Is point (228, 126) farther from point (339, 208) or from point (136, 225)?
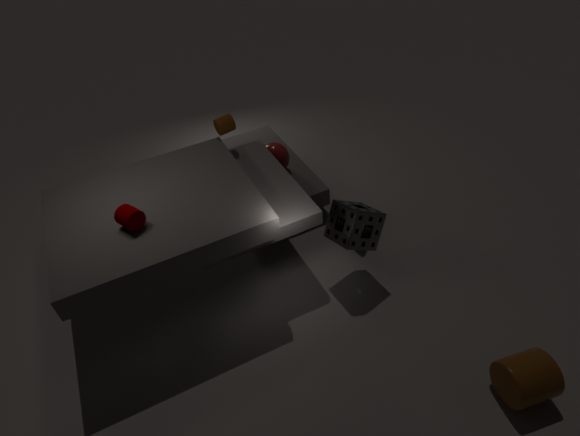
point (339, 208)
